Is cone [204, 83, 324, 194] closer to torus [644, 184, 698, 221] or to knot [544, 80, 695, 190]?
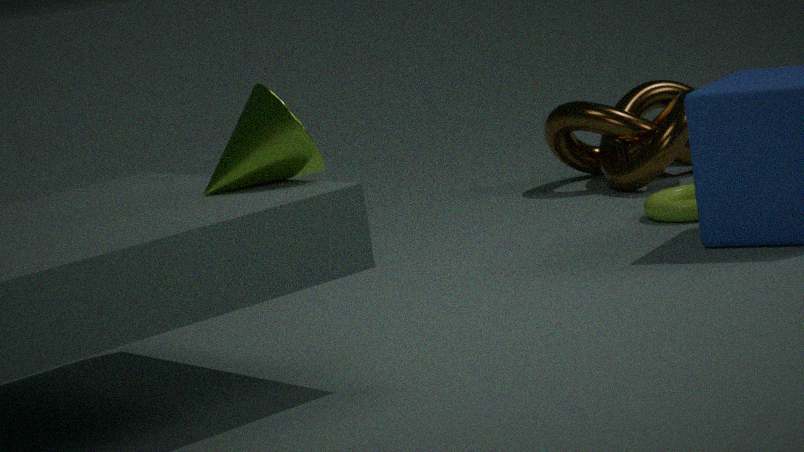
torus [644, 184, 698, 221]
